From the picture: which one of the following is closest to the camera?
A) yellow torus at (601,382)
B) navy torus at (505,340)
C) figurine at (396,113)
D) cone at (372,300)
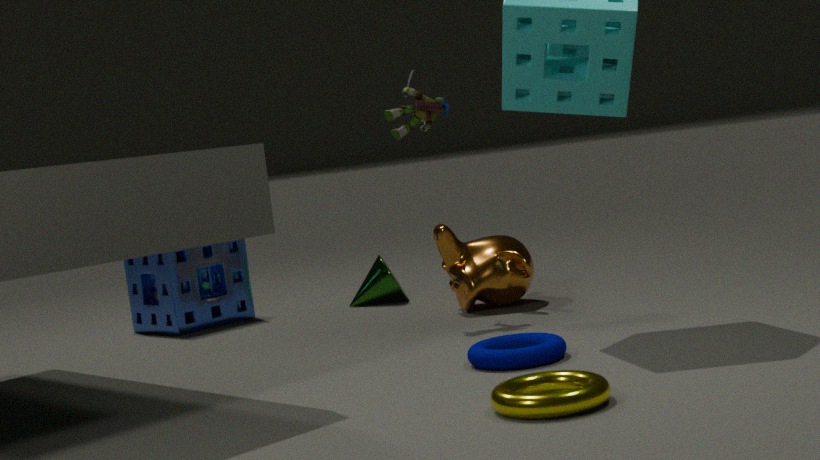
yellow torus at (601,382)
